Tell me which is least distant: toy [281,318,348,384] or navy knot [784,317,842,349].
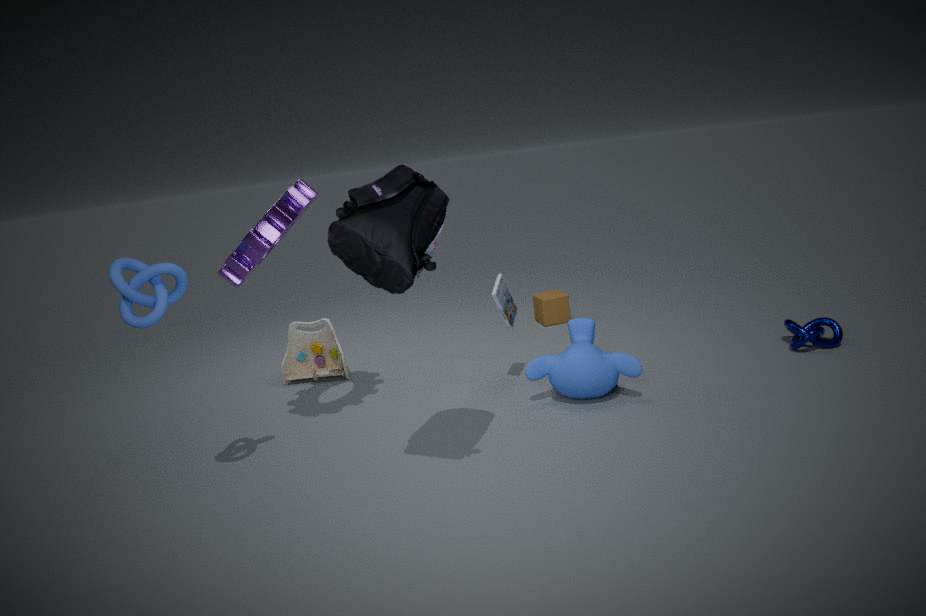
navy knot [784,317,842,349]
